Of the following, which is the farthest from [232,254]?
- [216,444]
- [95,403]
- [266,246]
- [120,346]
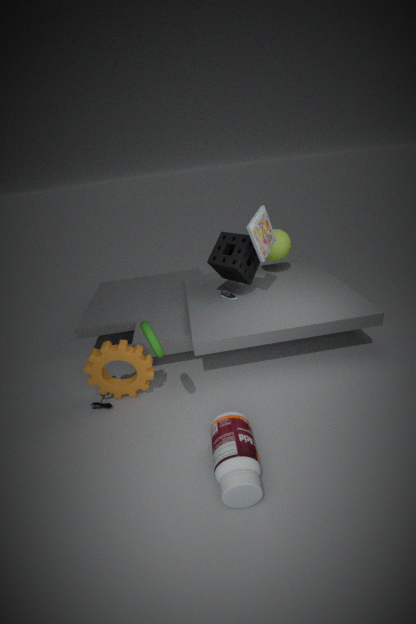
[216,444]
